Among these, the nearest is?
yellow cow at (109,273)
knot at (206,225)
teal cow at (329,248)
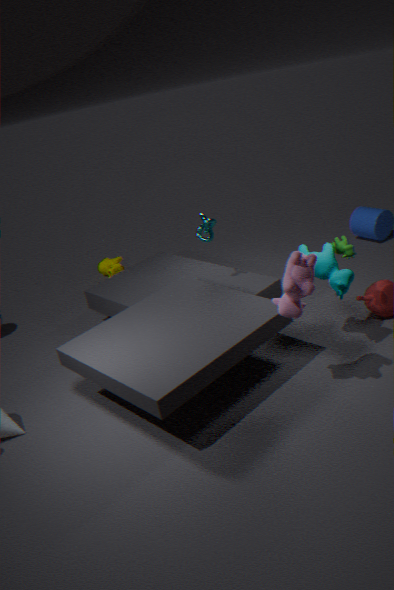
teal cow at (329,248)
